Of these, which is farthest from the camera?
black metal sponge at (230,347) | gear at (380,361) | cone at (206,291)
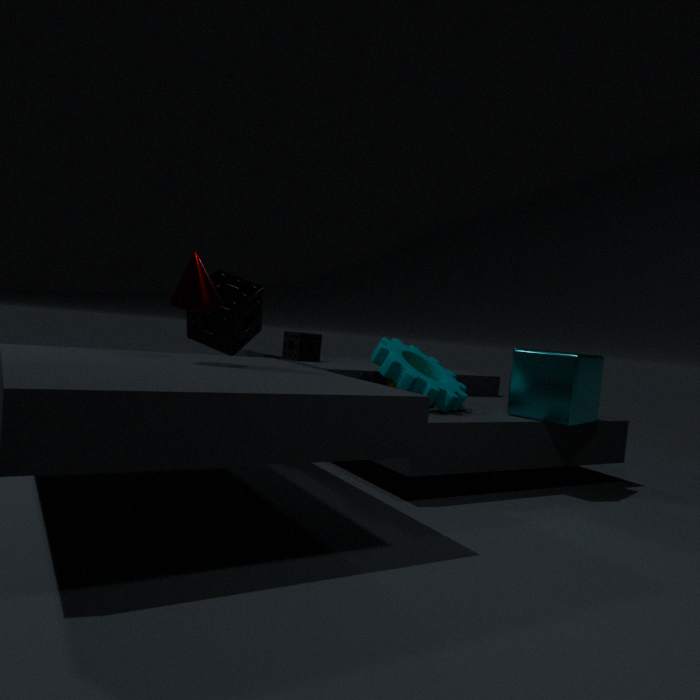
black metal sponge at (230,347)
